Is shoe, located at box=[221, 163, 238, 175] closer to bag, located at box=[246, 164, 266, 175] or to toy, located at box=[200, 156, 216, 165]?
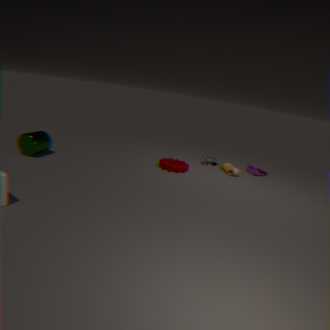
toy, located at box=[200, 156, 216, 165]
